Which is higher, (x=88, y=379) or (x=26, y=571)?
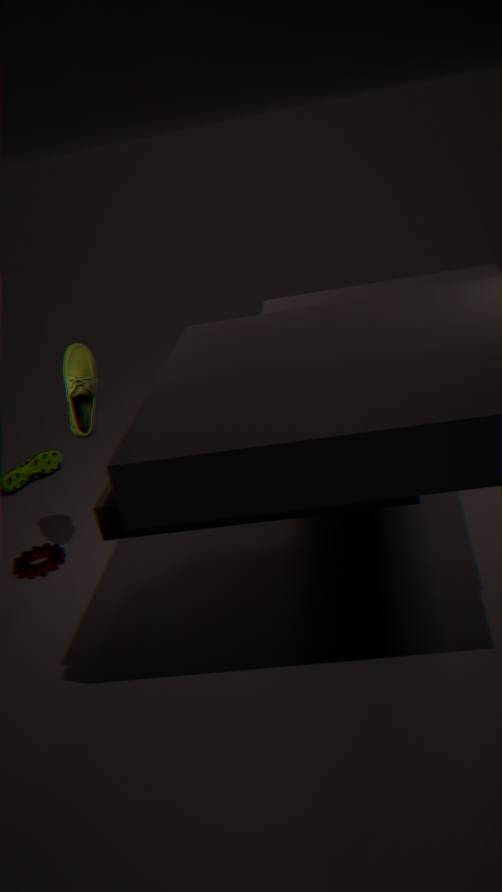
(x=88, y=379)
